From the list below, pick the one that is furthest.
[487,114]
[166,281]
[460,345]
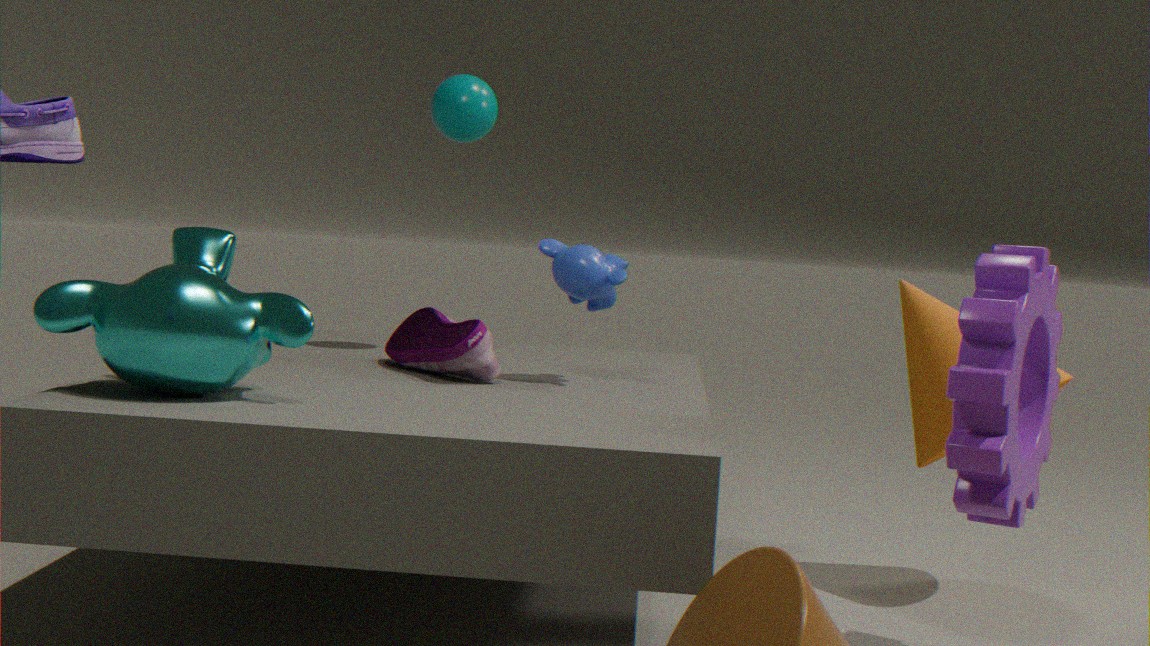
[487,114]
